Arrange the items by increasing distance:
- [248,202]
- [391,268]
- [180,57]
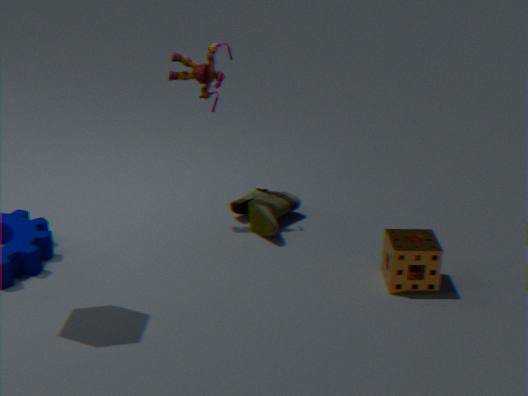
[391,268]
[180,57]
[248,202]
